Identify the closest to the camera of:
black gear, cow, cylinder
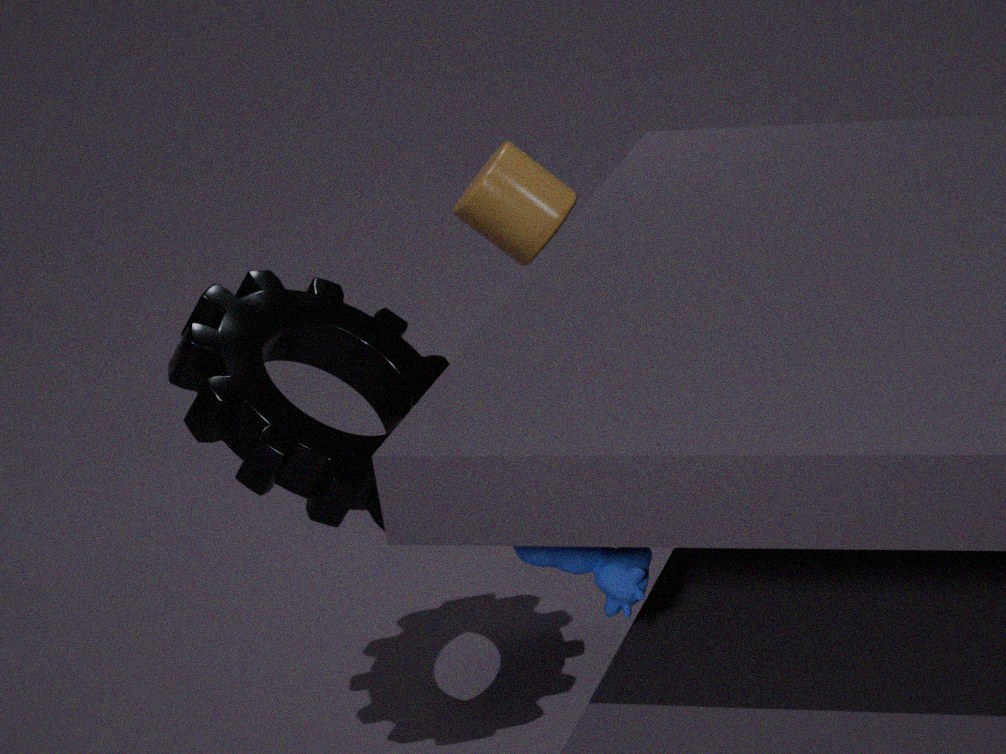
cow
